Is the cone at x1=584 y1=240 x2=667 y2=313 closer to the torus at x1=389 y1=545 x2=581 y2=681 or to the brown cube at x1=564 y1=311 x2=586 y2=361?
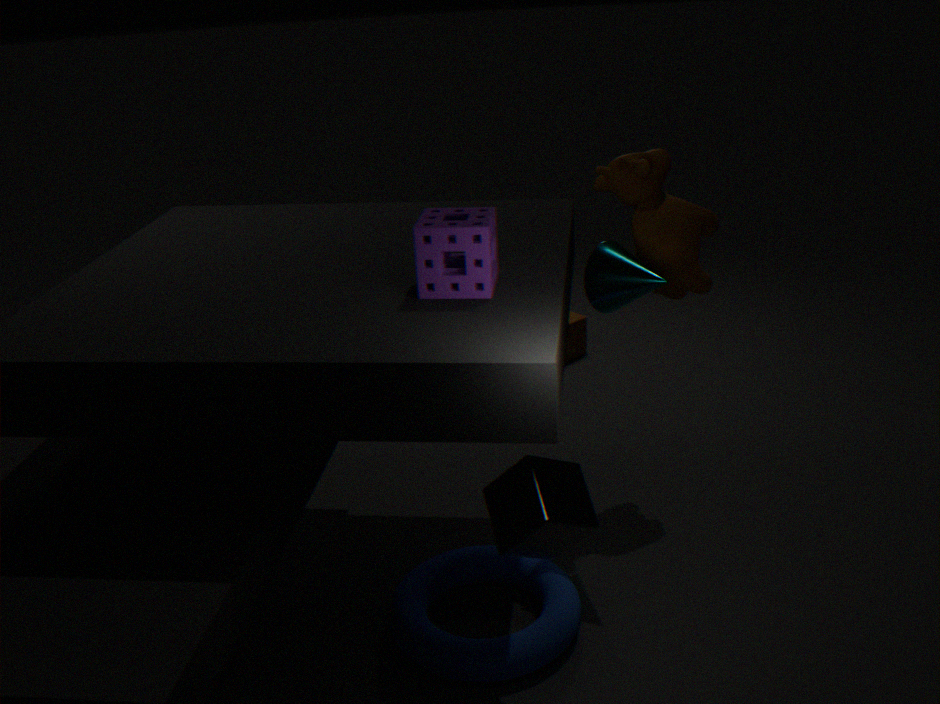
the torus at x1=389 y1=545 x2=581 y2=681
